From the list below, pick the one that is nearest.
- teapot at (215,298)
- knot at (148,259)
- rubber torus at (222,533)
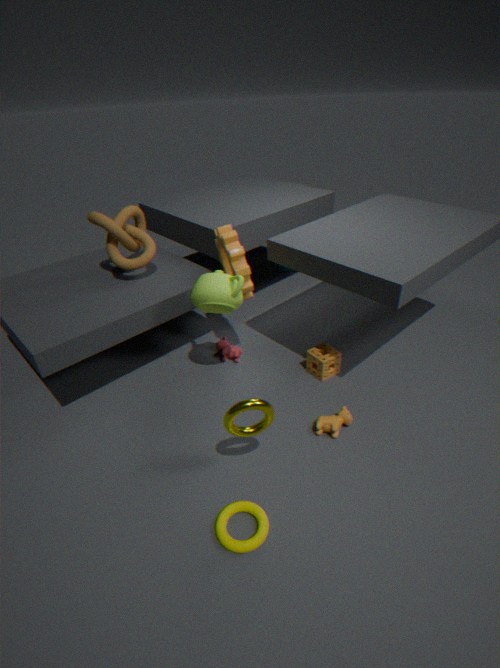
rubber torus at (222,533)
